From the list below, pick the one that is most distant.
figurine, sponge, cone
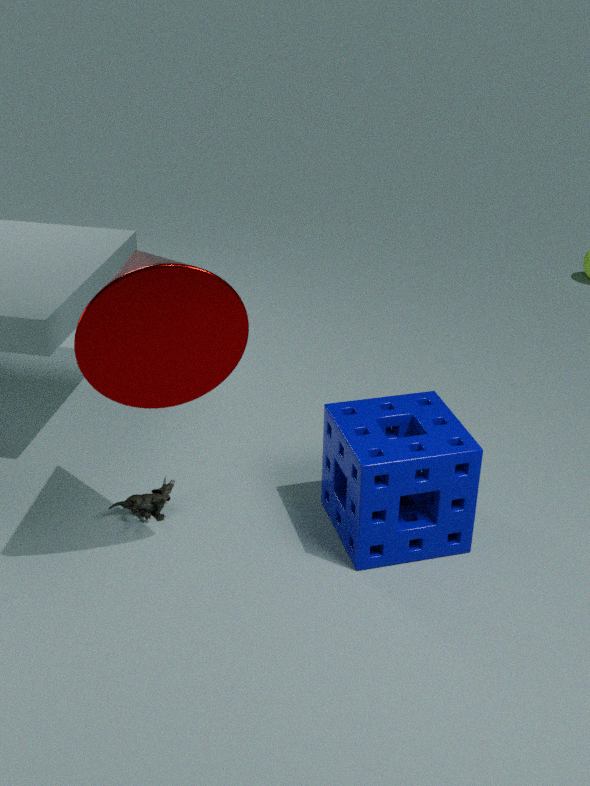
figurine
